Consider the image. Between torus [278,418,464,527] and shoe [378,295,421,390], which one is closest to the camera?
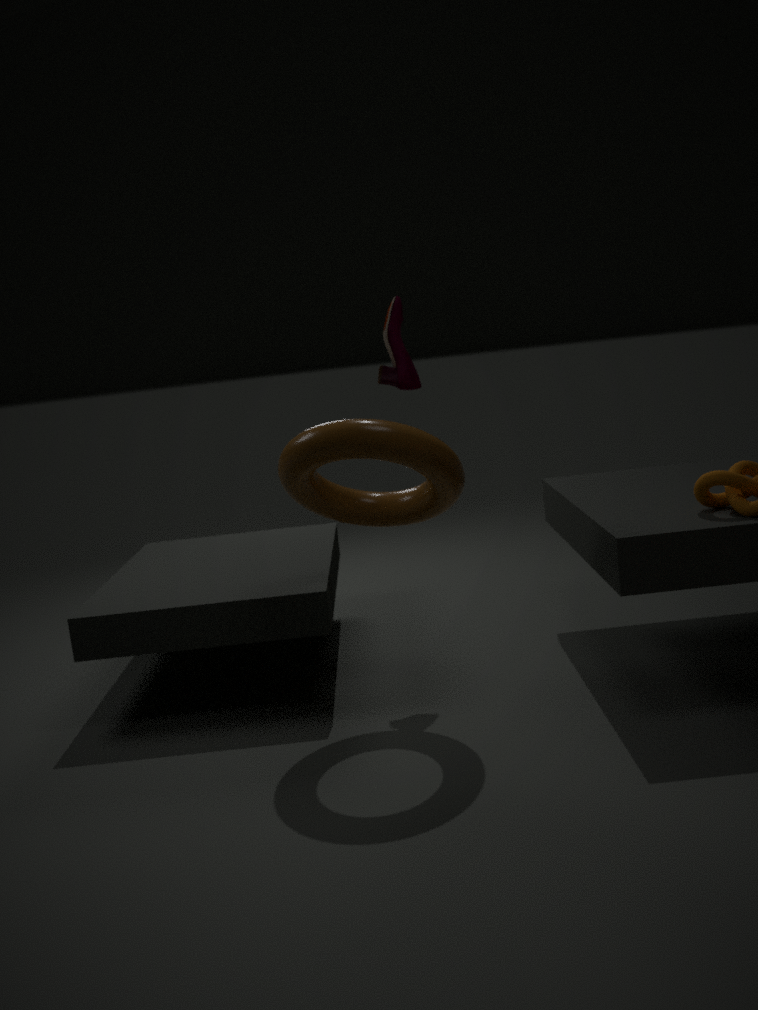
torus [278,418,464,527]
